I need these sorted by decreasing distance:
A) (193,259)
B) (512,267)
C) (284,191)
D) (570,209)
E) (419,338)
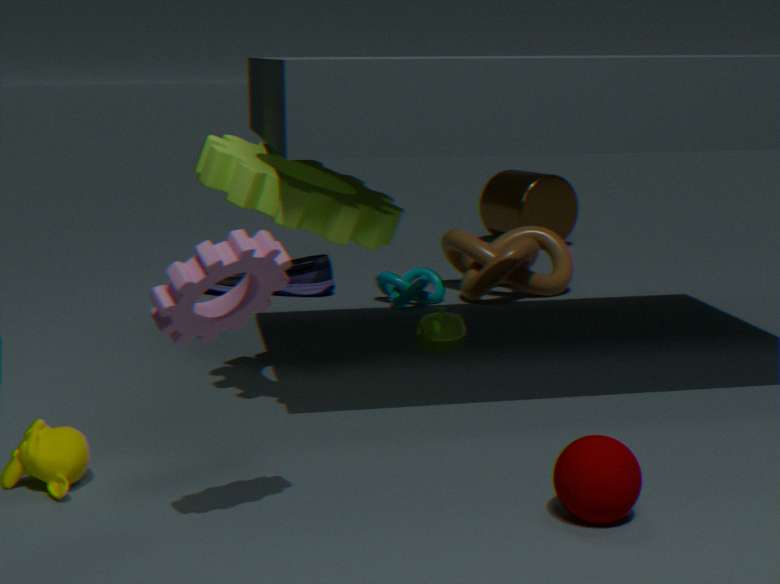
(570,209), (512,267), (419,338), (284,191), (193,259)
